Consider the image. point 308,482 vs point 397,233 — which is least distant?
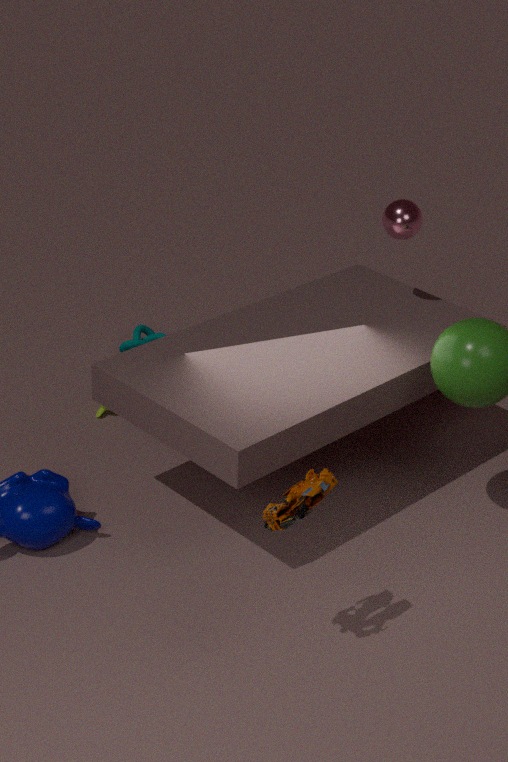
point 308,482
